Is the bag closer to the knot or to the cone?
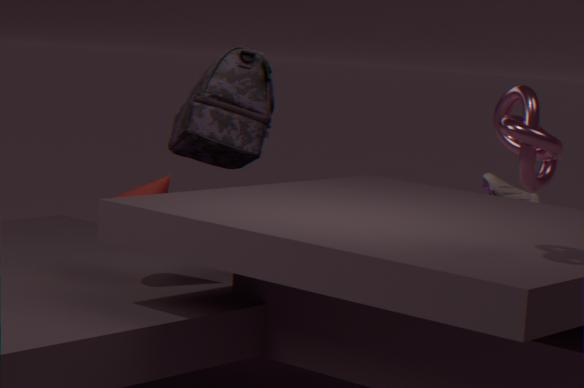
the cone
